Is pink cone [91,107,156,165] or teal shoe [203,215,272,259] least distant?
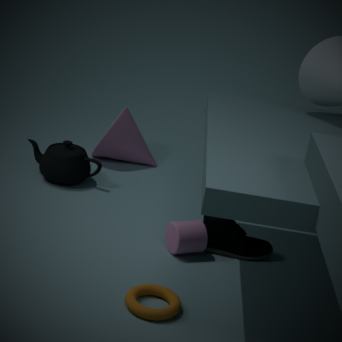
teal shoe [203,215,272,259]
